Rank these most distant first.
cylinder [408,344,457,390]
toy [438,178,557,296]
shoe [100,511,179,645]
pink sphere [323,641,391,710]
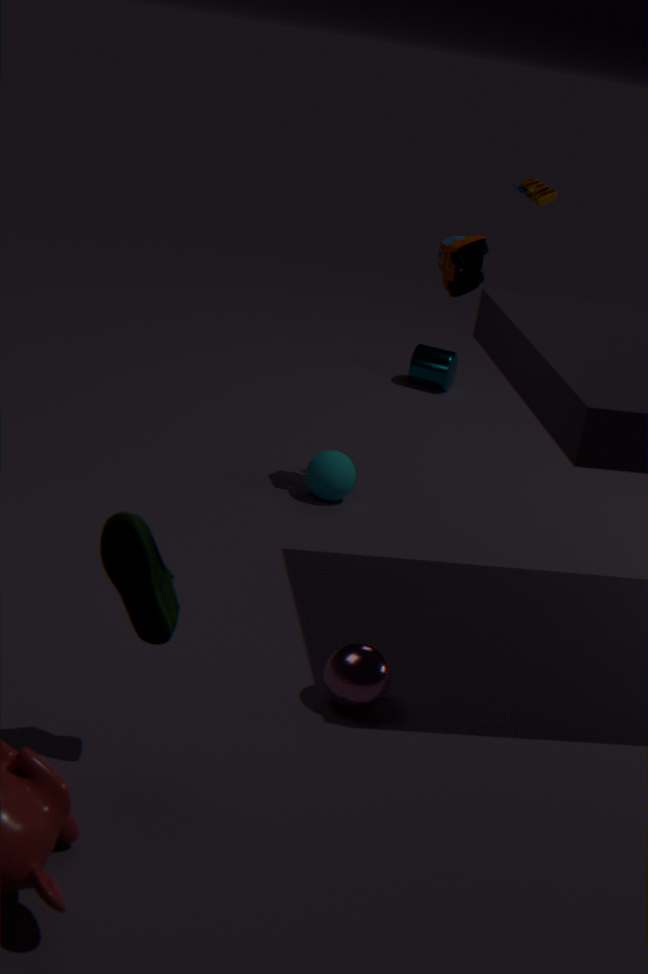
cylinder [408,344,457,390] < toy [438,178,557,296] < pink sphere [323,641,391,710] < shoe [100,511,179,645]
